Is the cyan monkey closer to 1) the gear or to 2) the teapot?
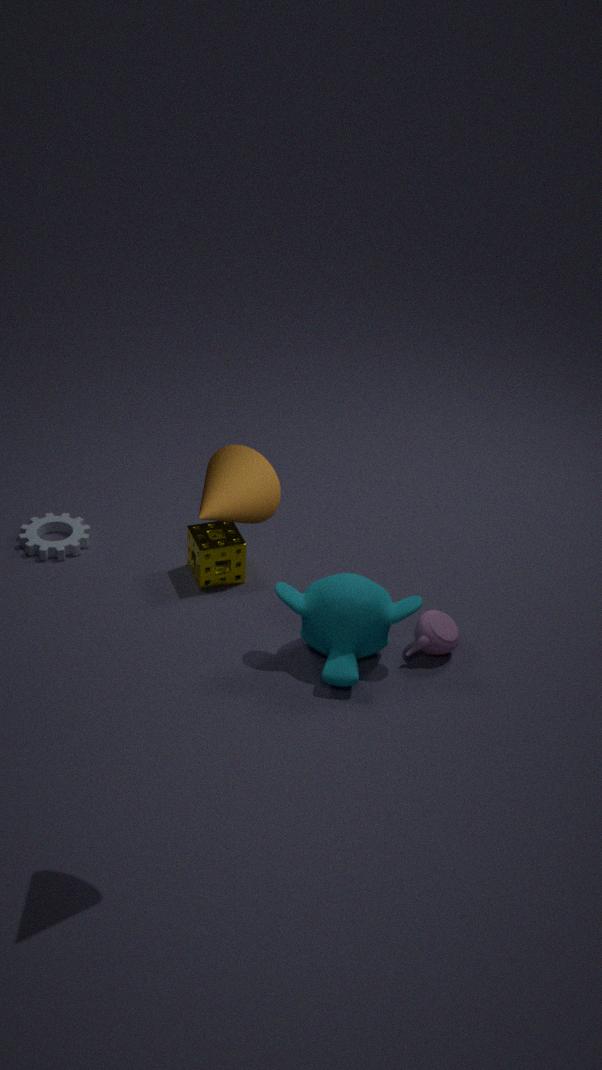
2) the teapot
